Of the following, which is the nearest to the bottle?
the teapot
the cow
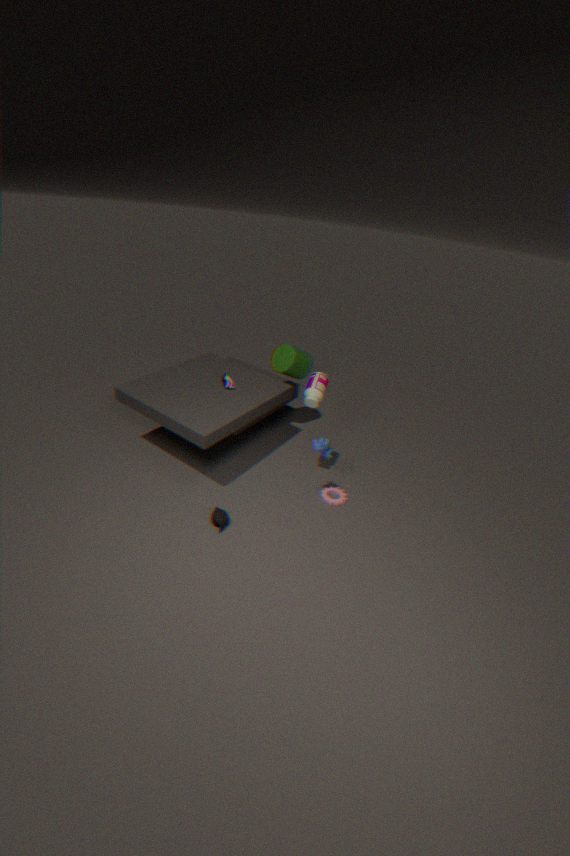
the cow
